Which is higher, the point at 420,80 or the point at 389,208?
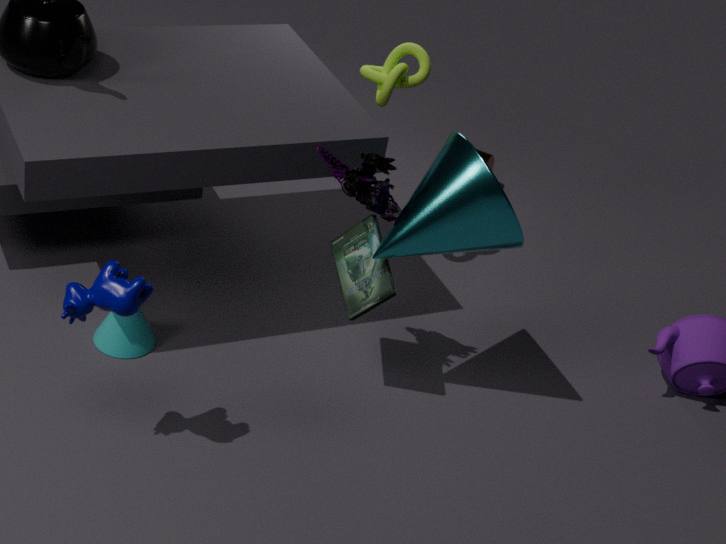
the point at 420,80
